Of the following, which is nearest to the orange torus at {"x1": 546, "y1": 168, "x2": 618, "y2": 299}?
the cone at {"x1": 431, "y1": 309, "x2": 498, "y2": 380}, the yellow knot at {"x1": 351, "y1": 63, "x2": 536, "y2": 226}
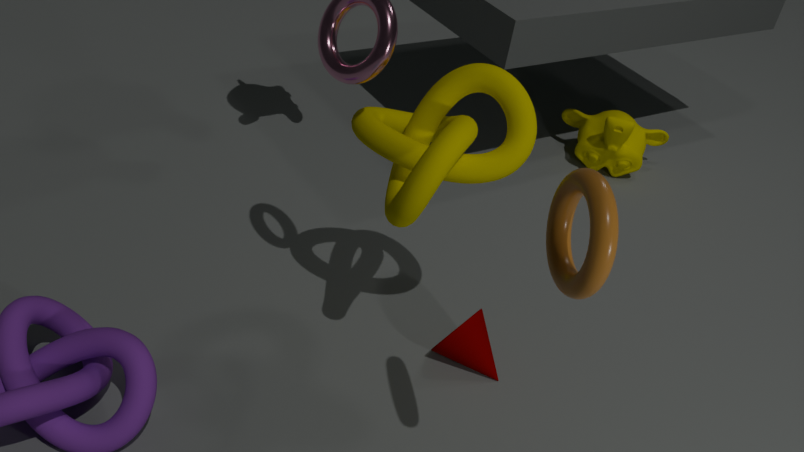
the yellow knot at {"x1": 351, "y1": 63, "x2": 536, "y2": 226}
